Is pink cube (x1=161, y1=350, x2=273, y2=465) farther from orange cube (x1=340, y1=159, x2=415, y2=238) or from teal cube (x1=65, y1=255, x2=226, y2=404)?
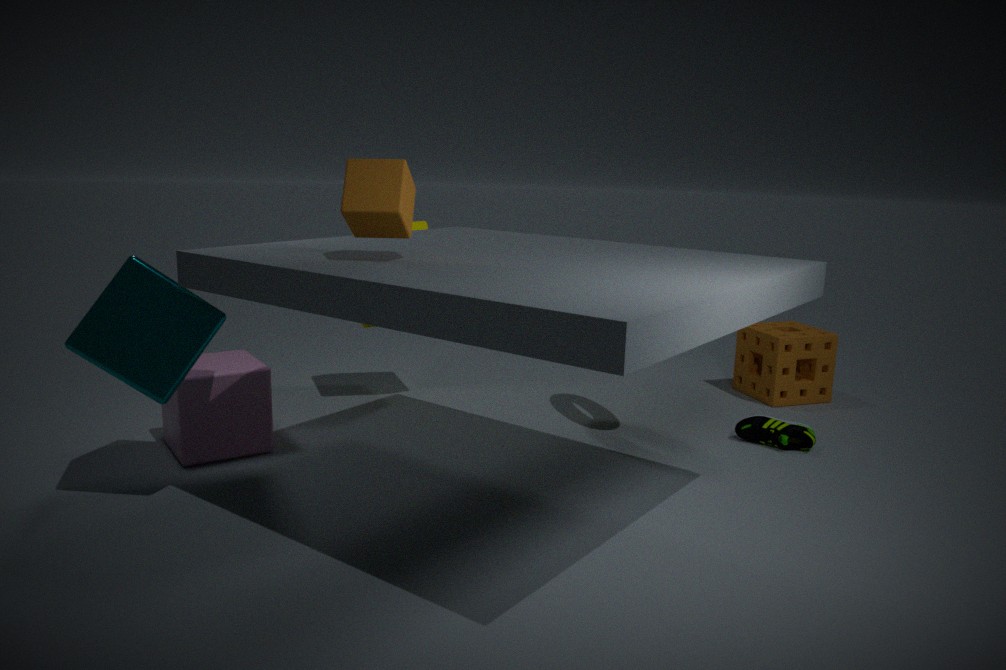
orange cube (x1=340, y1=159, x2=415, y2=238)
